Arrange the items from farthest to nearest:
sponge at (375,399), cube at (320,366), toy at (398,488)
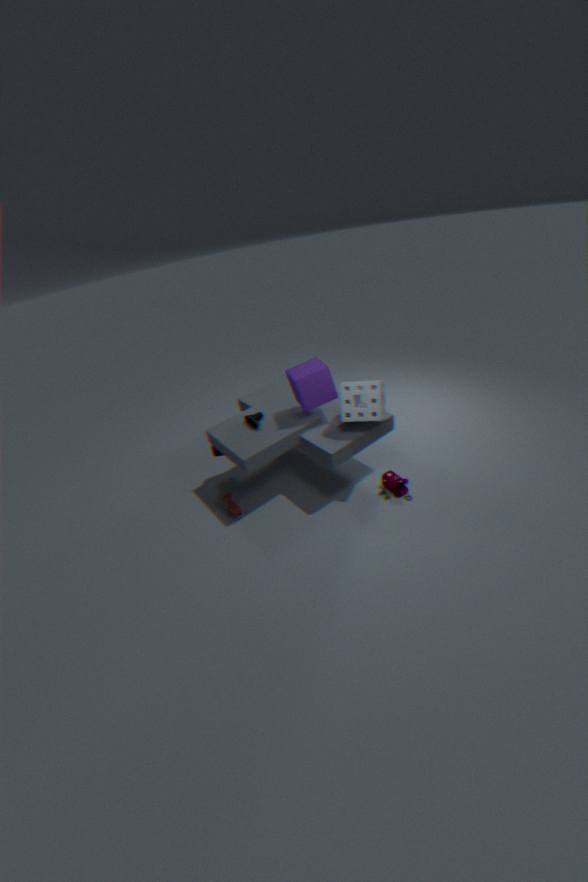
toy at (398,488) → cube at (320,366) → sponge at (375,399)
